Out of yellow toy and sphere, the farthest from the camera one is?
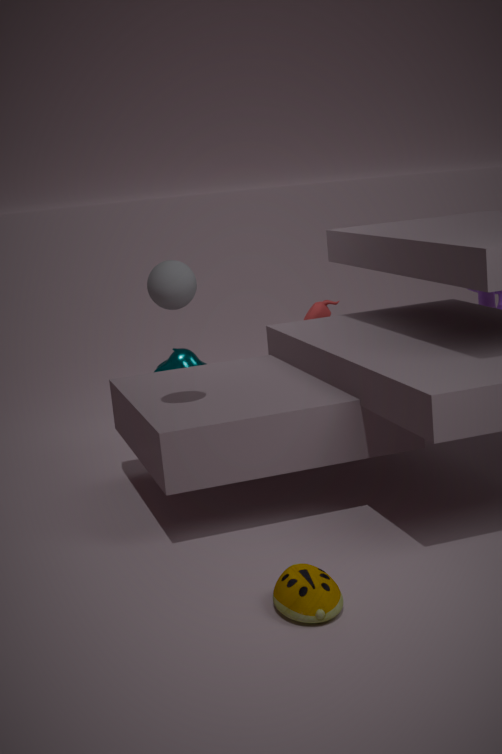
sphere
